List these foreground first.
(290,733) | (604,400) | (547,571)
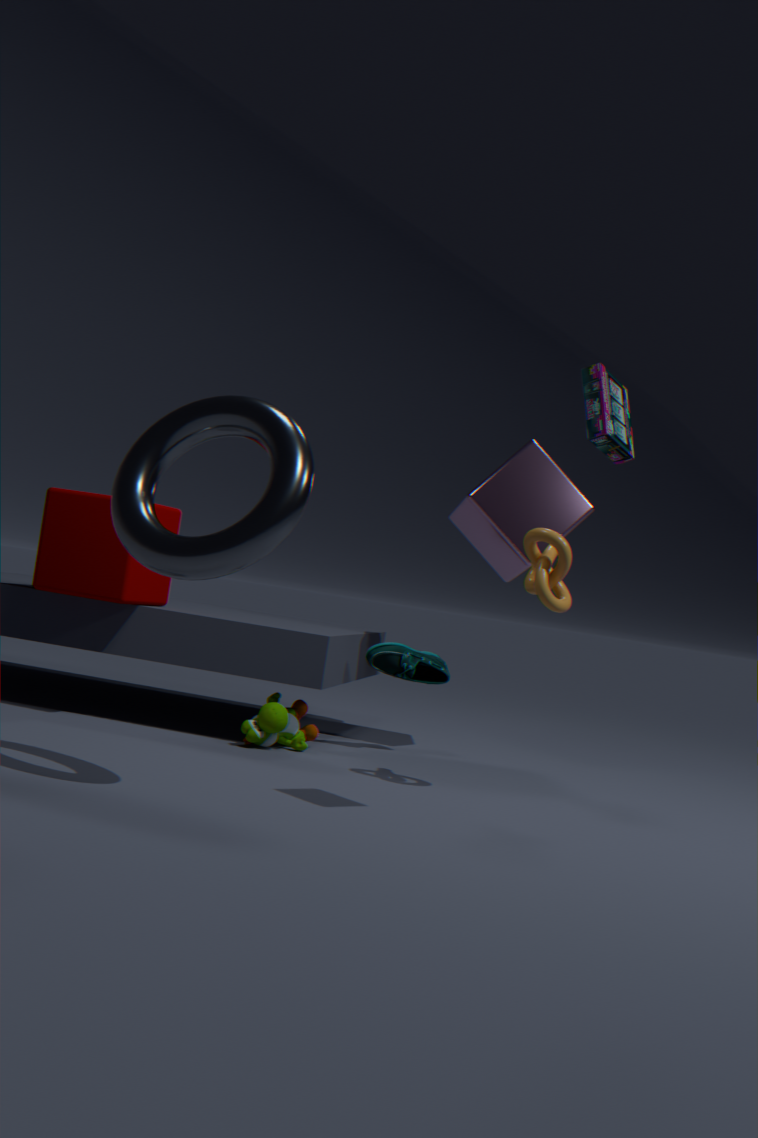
(604,400)
(547,571)
(290,733)
